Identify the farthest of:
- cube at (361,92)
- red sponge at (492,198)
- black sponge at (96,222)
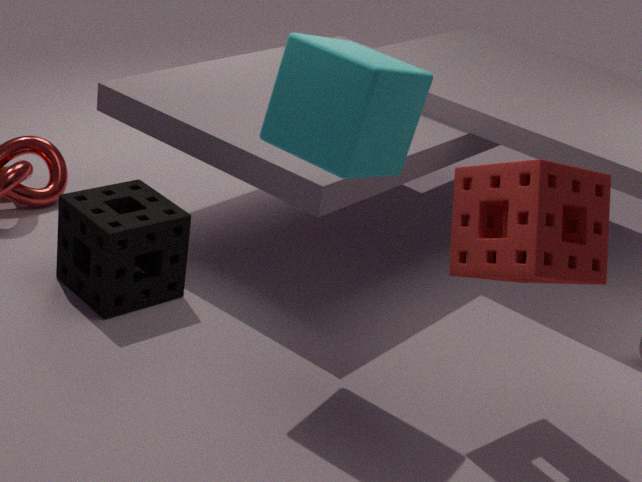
black sponge at (96,222)
